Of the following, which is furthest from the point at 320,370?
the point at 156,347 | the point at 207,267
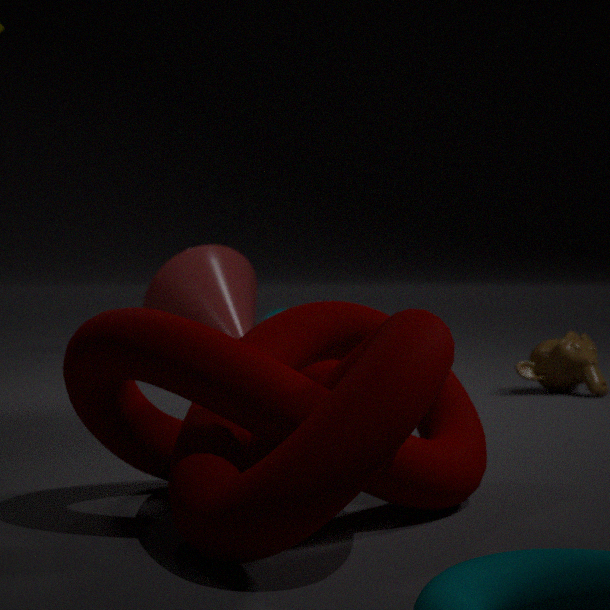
the point at 156,347
